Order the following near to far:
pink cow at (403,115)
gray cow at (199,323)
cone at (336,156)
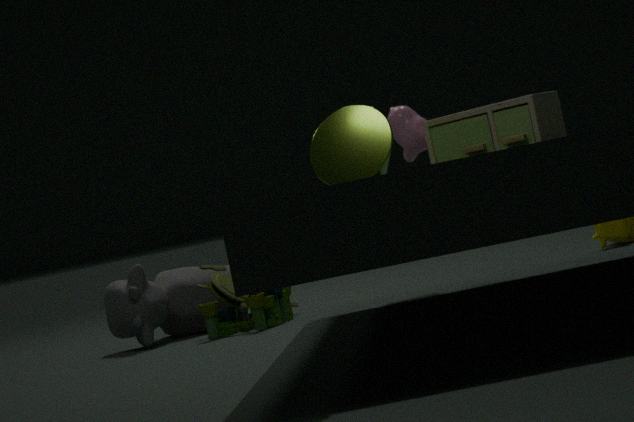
1. cone at (336,156)
2. pink cow at (403,115)
3. gray cow at (199,323)
